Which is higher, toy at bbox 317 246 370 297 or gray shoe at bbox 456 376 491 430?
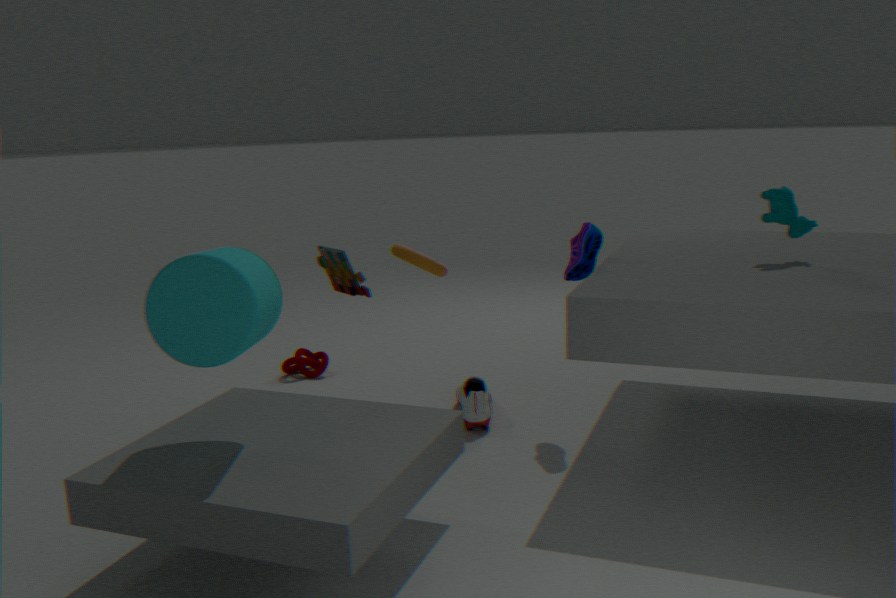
toy at bbox 317 246 370 297
